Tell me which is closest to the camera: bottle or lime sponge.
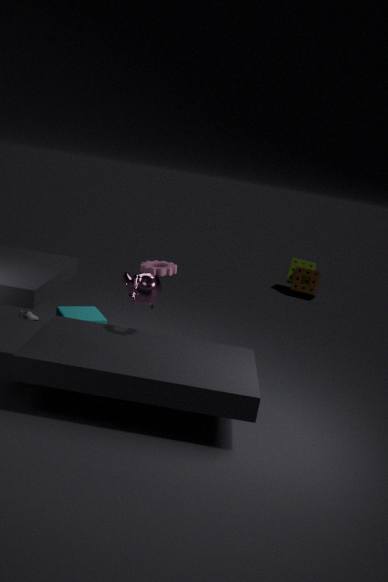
bottle
